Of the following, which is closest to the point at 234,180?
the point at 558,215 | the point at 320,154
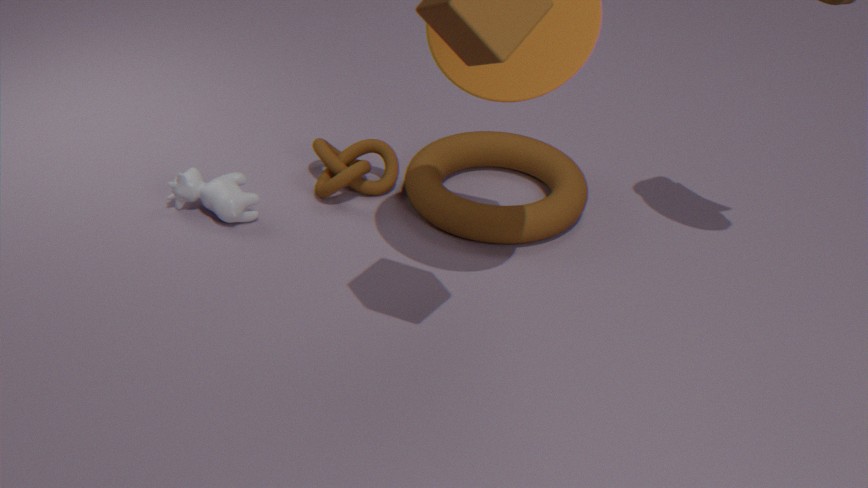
the point at 320,154
